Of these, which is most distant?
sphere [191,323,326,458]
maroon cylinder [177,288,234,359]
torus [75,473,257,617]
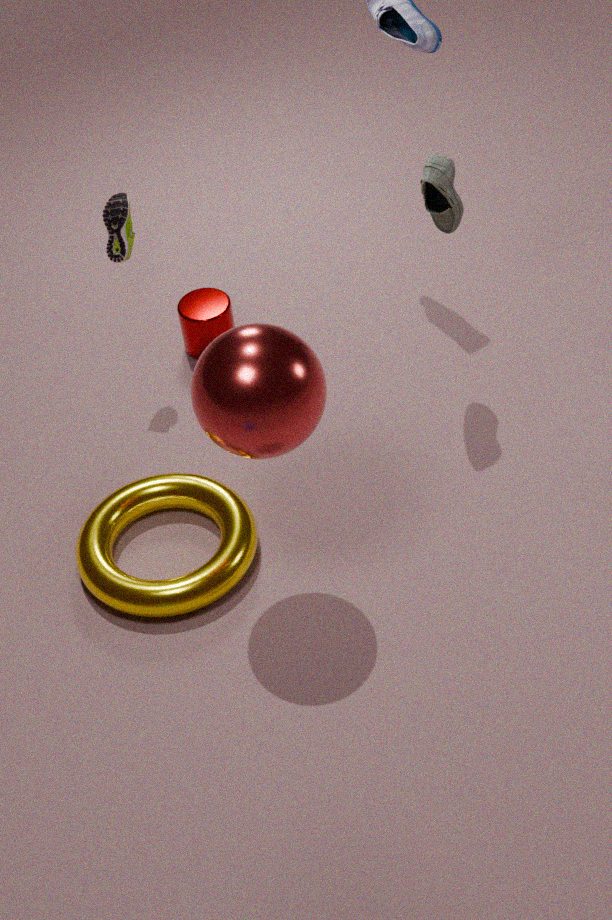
maroon cylinder [177,288,234,359]
